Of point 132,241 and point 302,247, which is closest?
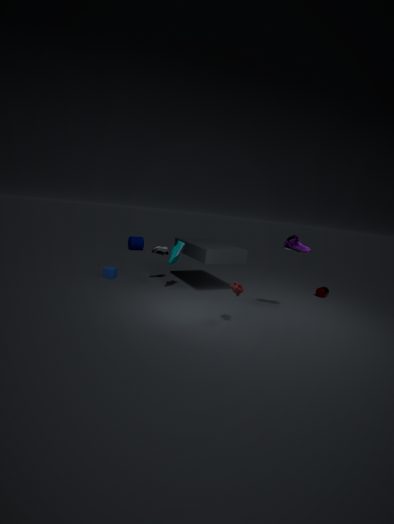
point 302,247
